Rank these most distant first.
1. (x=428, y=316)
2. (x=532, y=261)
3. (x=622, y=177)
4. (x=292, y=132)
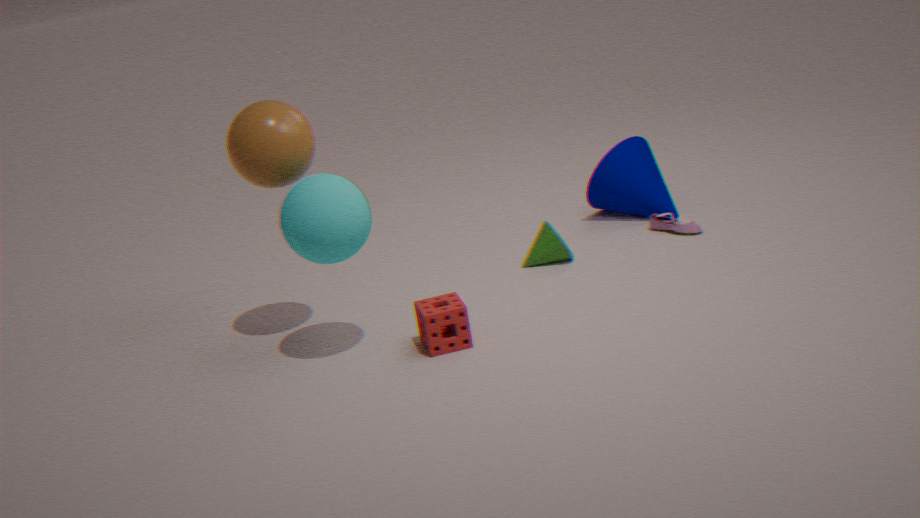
(x=622, y=177) < (x=532, y=261) < (x=292, y=132) < (x=428, y=316)
